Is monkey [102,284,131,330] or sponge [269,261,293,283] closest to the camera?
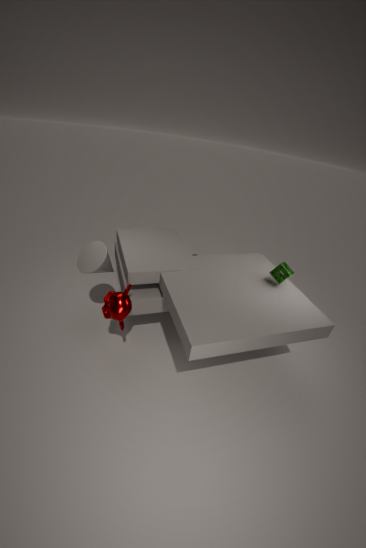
monkey [102,284,131,330]
